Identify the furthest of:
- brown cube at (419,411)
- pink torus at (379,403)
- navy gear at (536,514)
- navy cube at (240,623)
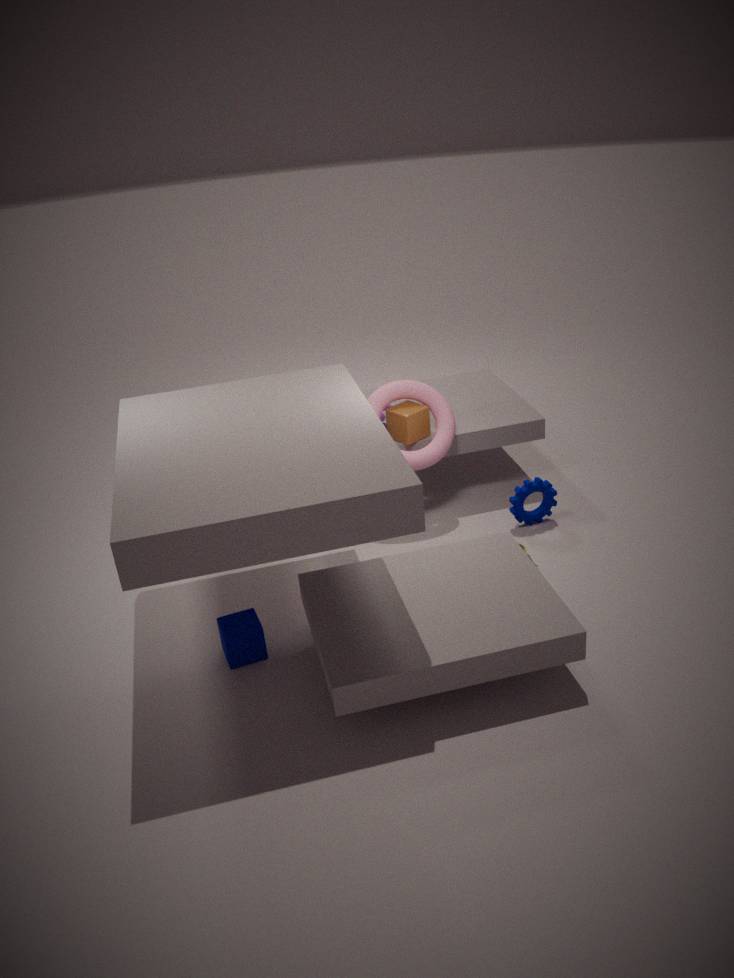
brown cube at (419,411)
